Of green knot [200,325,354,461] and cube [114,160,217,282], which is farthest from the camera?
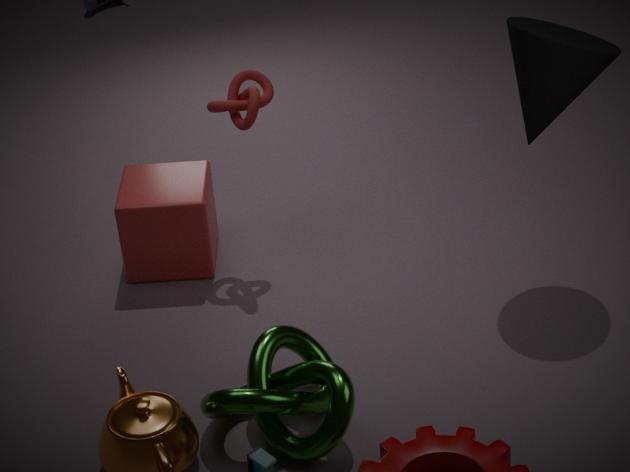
cube [114,160,217,282]
